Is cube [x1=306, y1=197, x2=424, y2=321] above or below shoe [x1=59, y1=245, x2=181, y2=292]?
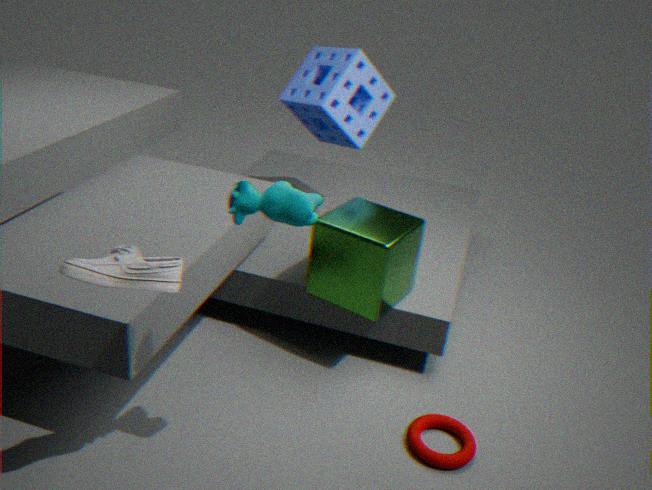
below
